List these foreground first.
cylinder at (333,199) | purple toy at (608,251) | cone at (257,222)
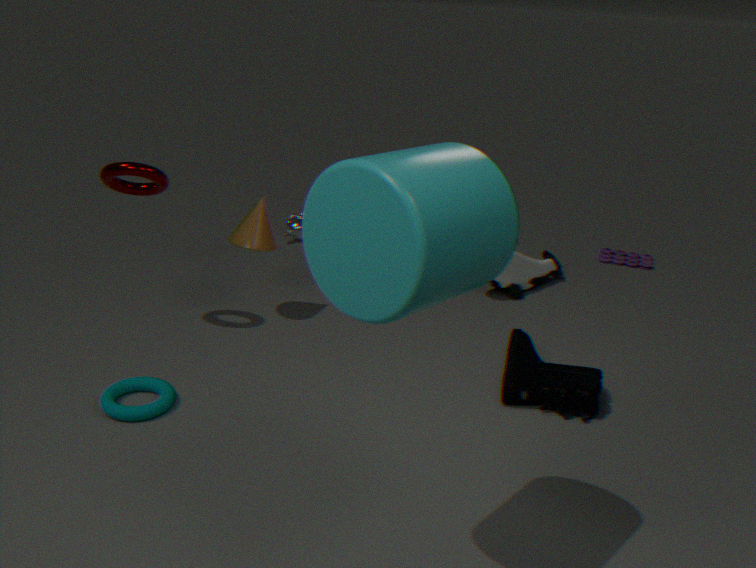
cylinder at (333,199), cone at (257,222), purple toy at (608,251)
